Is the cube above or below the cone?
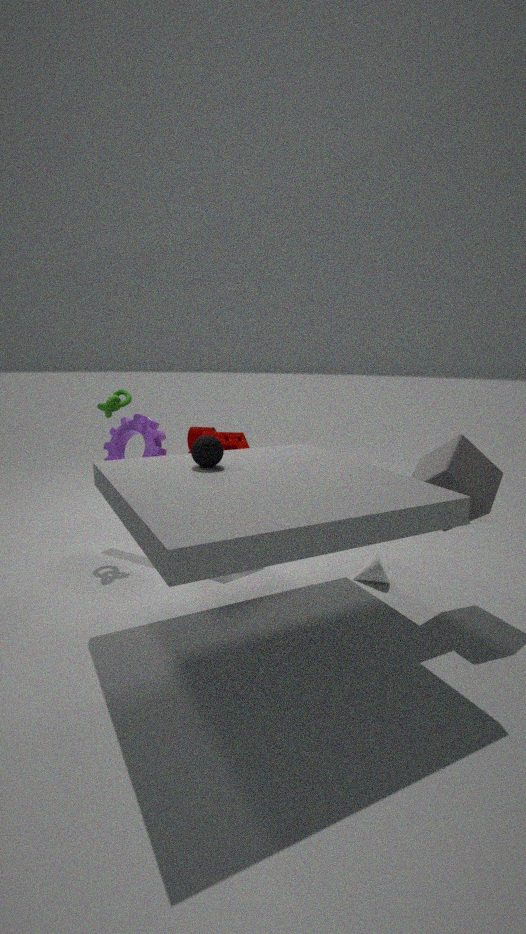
above
